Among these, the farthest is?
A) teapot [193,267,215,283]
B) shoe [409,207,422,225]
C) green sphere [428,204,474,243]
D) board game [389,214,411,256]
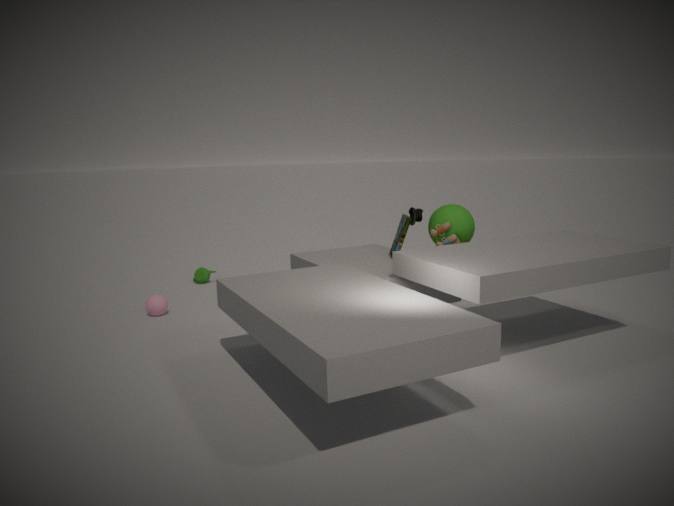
teapot [193,267,215,283]
